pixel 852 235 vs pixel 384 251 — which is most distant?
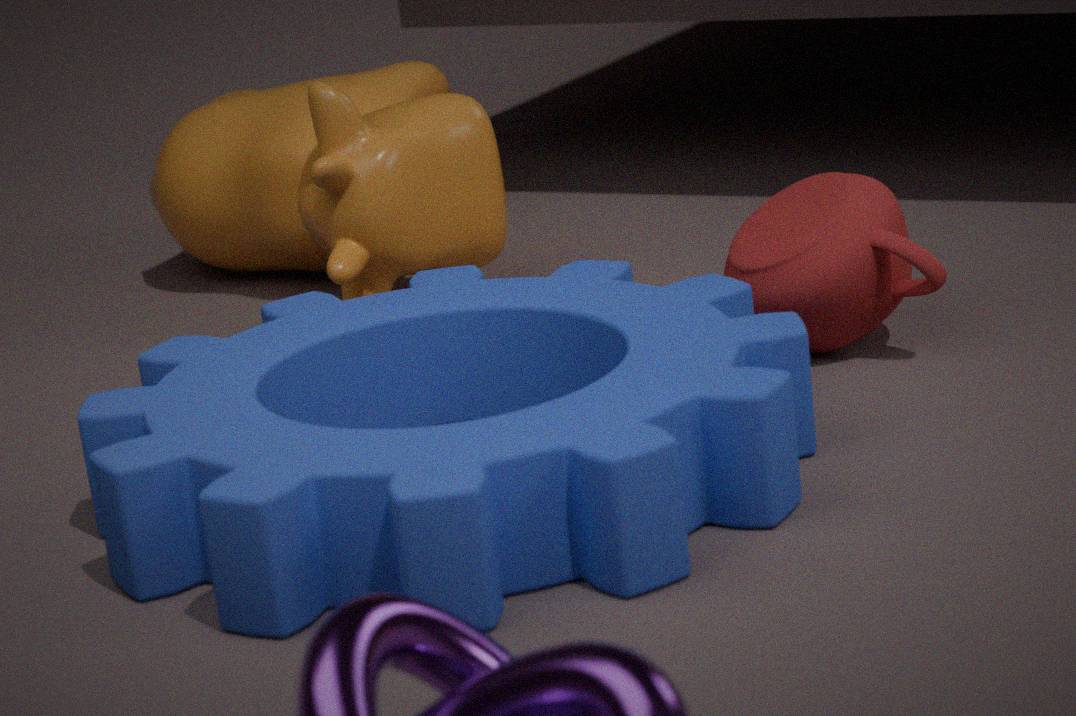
pixel 384 251
